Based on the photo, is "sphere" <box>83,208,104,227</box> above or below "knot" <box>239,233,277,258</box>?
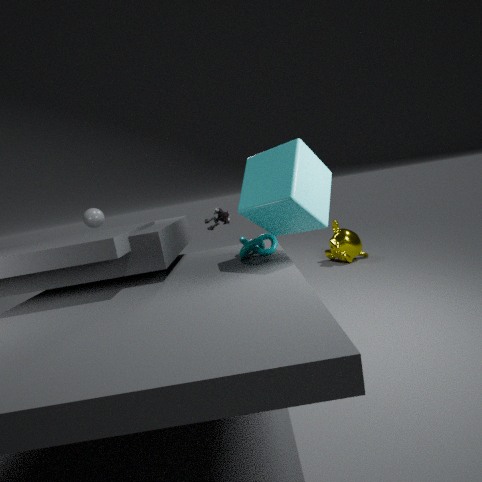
above
